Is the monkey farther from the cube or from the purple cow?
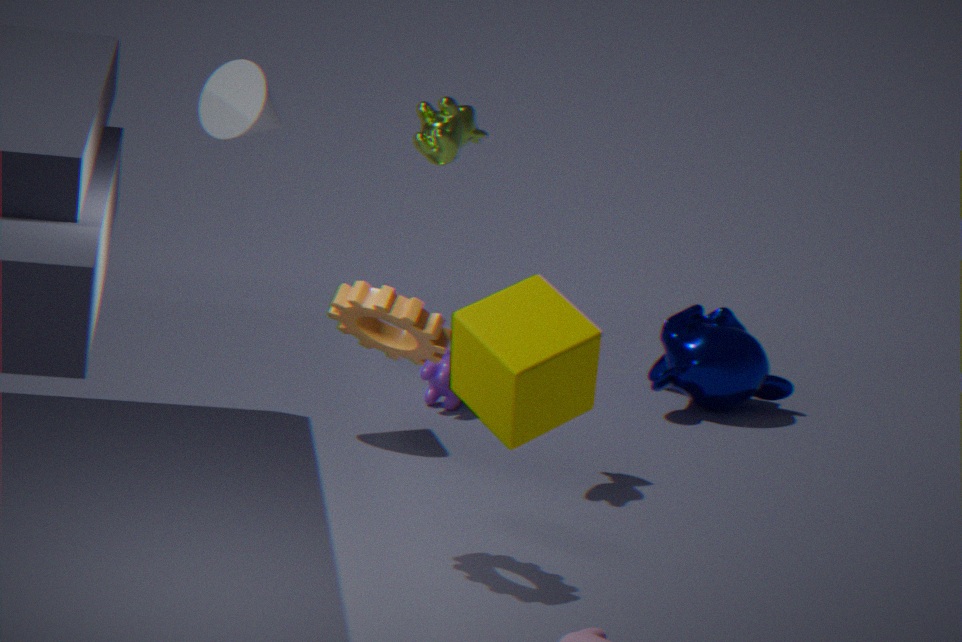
the cube
